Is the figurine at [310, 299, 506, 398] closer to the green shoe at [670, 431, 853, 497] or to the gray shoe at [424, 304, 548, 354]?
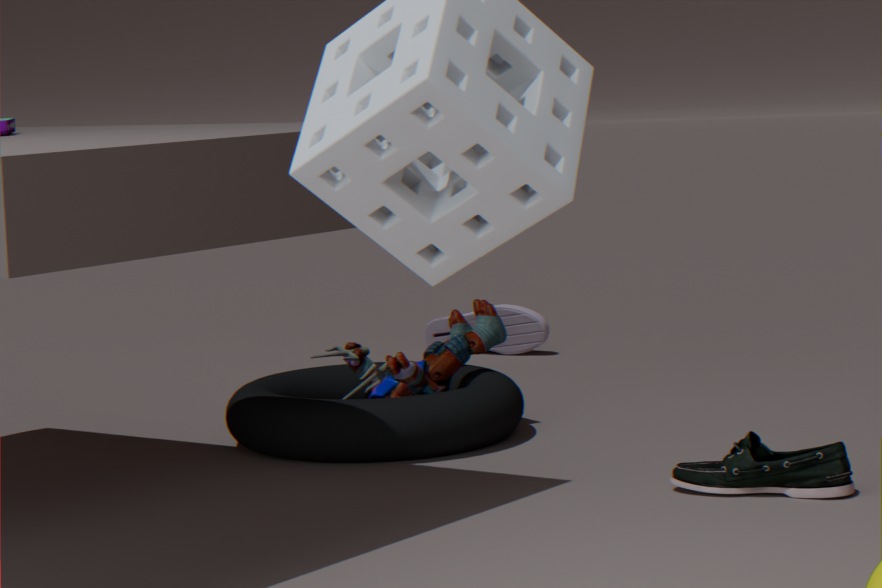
the green shoe at [670, 431, 853, 497]
